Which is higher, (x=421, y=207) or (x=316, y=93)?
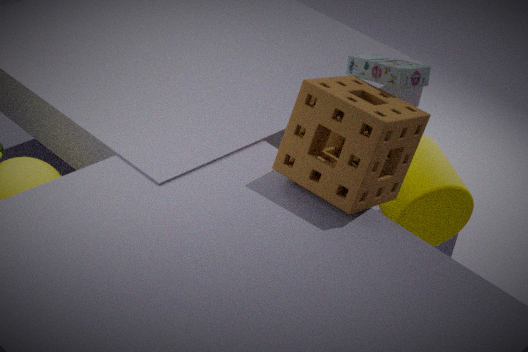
(x=316, y=93)
